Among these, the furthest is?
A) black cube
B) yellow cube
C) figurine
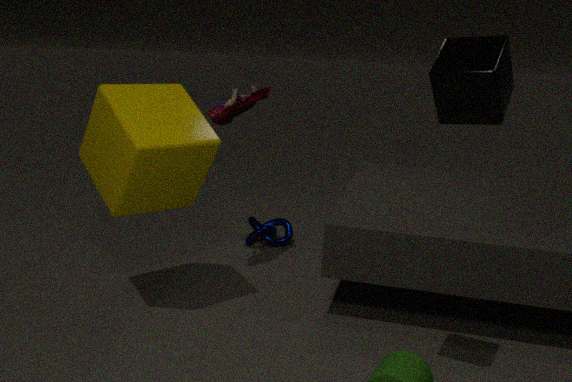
figurine
